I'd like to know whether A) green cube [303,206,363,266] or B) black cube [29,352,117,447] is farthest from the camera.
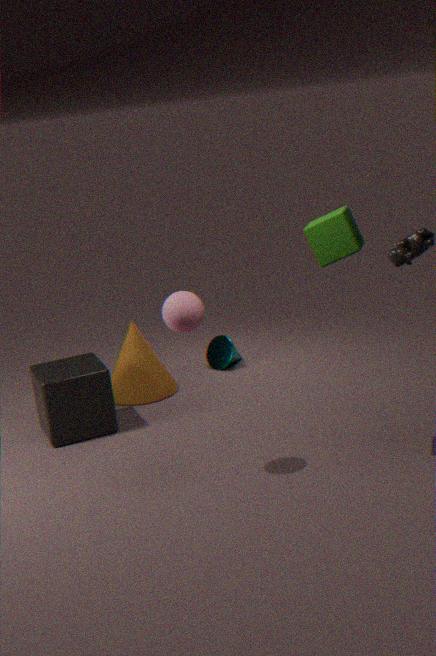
B. black cube [29,352,117,447]
